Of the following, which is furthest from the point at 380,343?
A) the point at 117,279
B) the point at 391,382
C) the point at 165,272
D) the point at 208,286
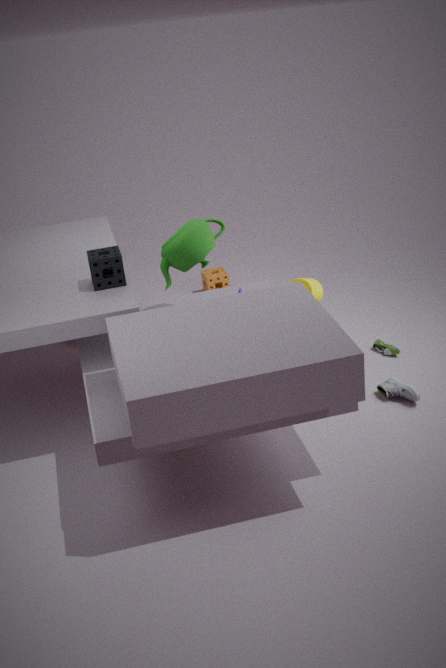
the point at 117,279
